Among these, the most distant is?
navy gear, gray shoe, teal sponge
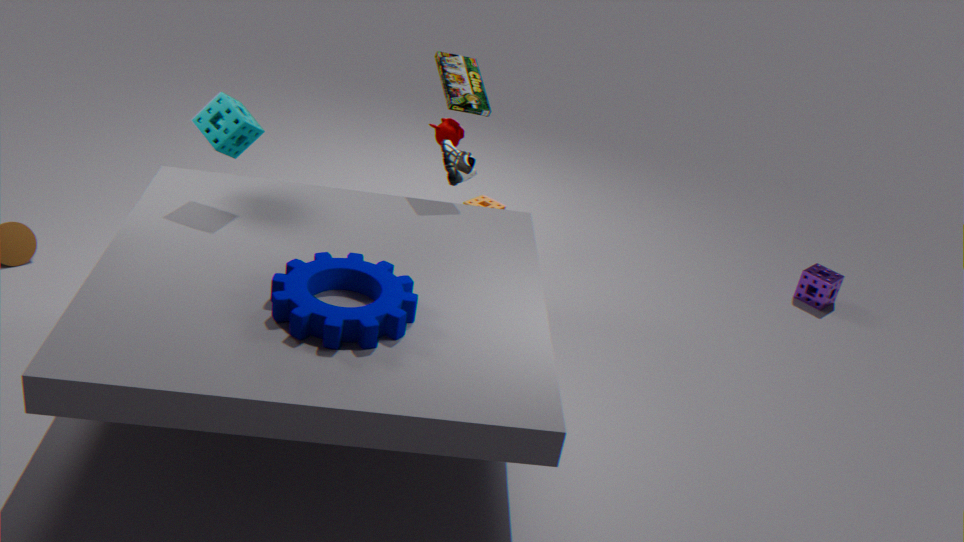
gray shoe
